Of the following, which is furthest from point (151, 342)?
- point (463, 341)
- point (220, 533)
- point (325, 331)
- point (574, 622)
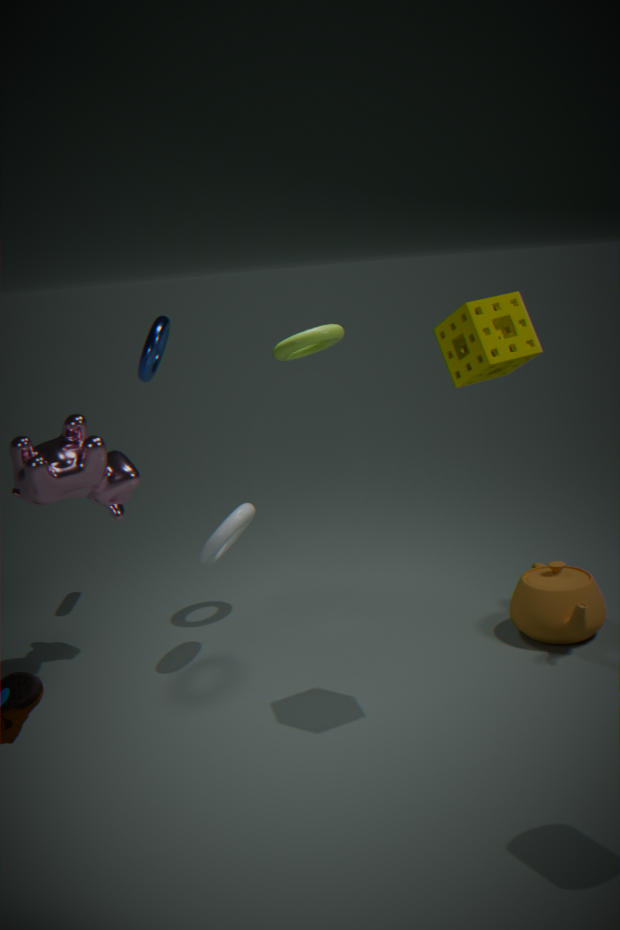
point (574, 622)
